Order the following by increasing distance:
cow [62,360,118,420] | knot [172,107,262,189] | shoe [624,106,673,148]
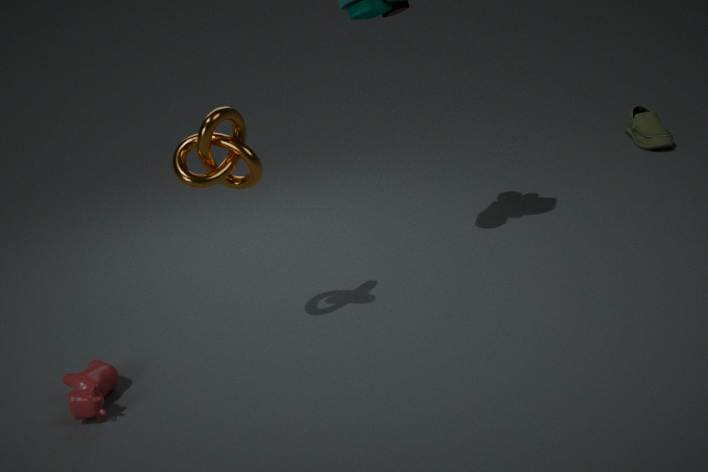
knot [172,107,262,189] < cow [62,360,118,420] < shoe [624,106,673,148]
